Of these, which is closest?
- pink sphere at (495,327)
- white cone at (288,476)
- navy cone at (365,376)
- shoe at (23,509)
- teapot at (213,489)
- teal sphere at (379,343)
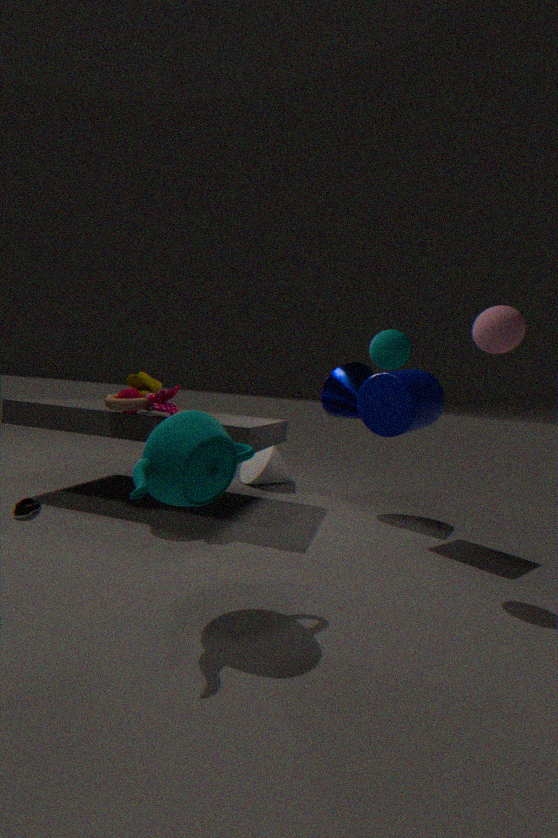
teapot at (213,489)
